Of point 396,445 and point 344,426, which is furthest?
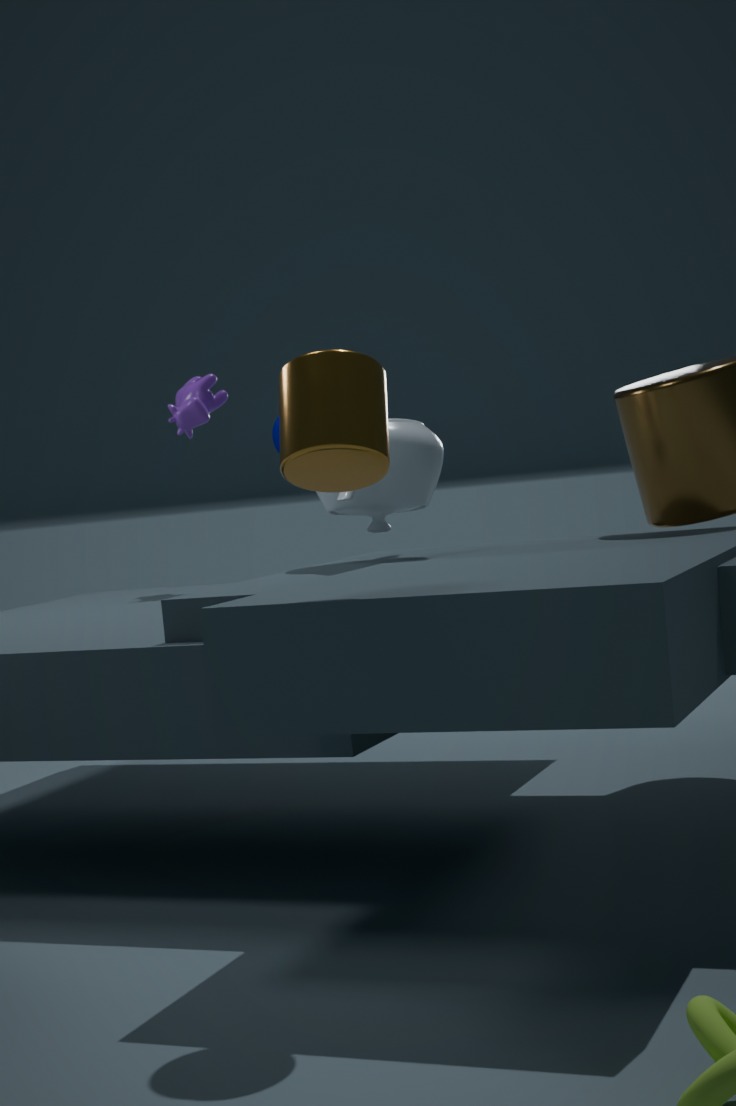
point 396,445
